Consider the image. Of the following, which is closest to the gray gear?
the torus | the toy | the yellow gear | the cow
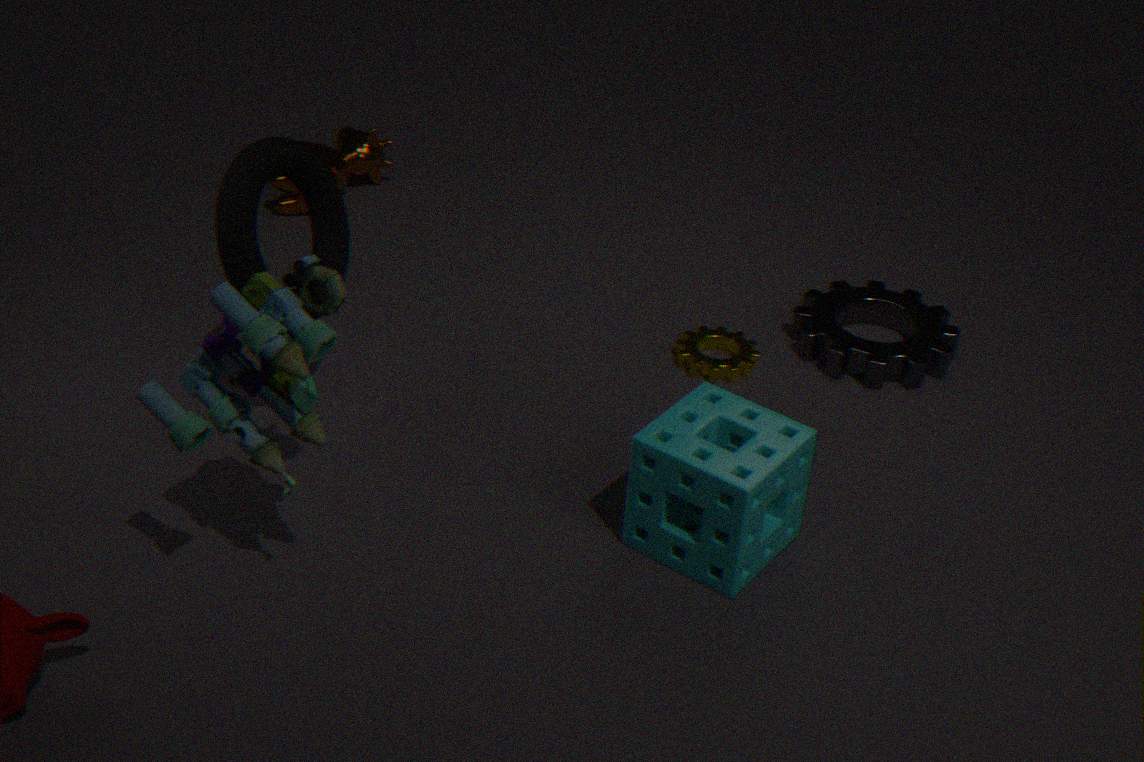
the yellow gear
